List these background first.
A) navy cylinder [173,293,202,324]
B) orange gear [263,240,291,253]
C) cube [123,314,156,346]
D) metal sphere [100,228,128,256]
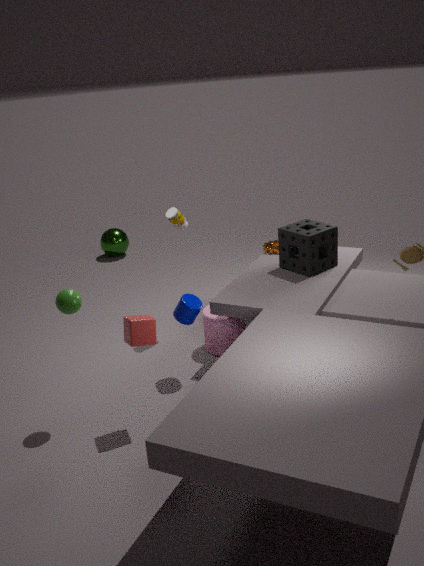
metal sphere [100,228,128,256] < orange gear [263,240,291,253] < navy cylinder [173,293,202,324] < cube [123,314,156,346]
